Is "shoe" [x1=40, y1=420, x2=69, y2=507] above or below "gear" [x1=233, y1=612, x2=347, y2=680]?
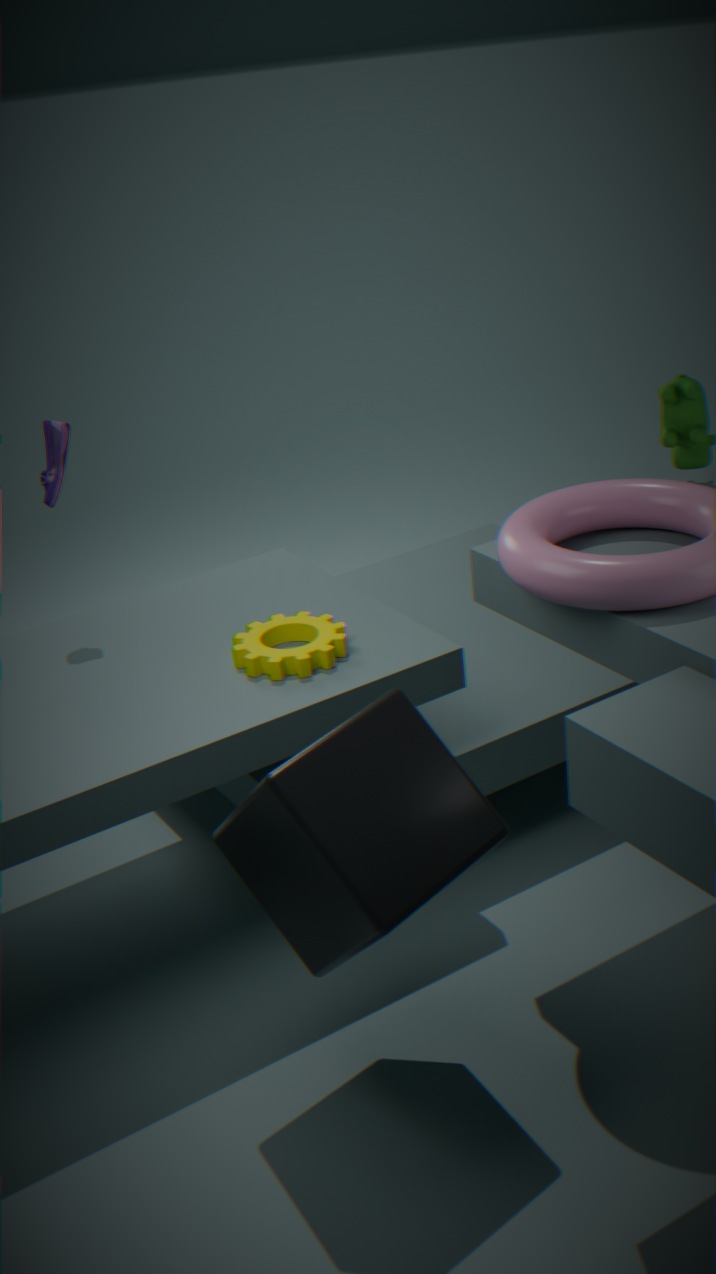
above
